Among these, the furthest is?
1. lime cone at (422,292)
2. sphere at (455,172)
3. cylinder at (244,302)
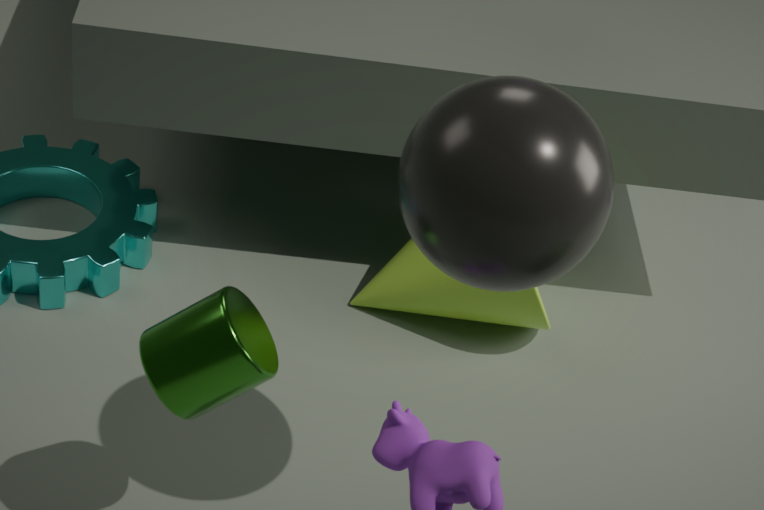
lime cone at (422,292)
